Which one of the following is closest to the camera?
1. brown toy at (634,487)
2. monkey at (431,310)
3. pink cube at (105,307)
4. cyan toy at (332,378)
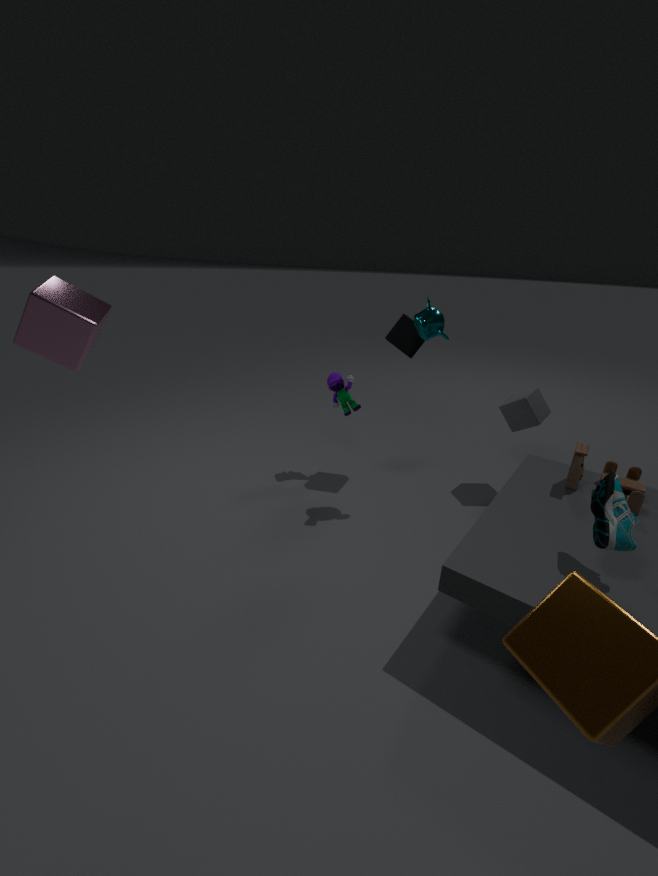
pink cube at (105,307)
